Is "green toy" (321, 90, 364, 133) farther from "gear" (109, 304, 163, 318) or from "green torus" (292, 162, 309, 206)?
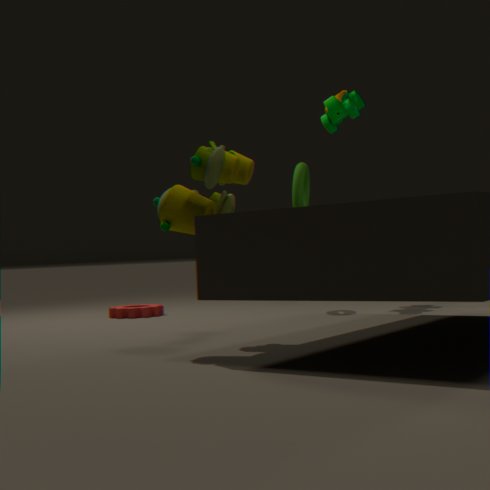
"gear" (109, 304, 163, 318)
